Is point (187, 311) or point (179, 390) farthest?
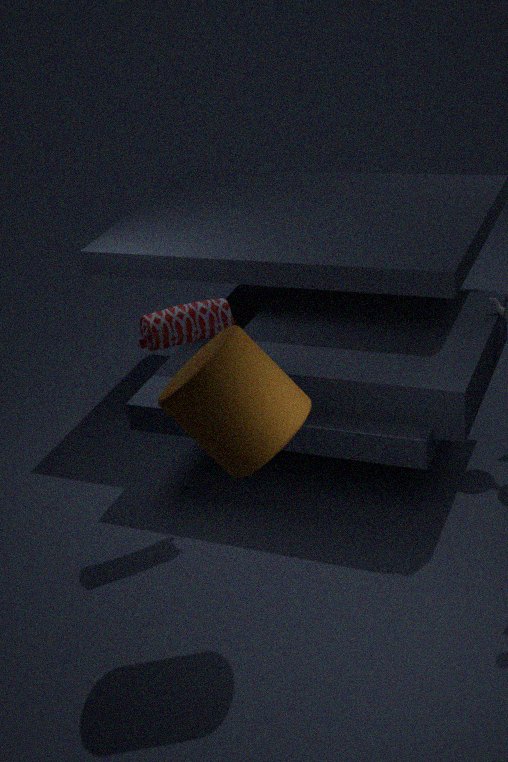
point (187, 311)
